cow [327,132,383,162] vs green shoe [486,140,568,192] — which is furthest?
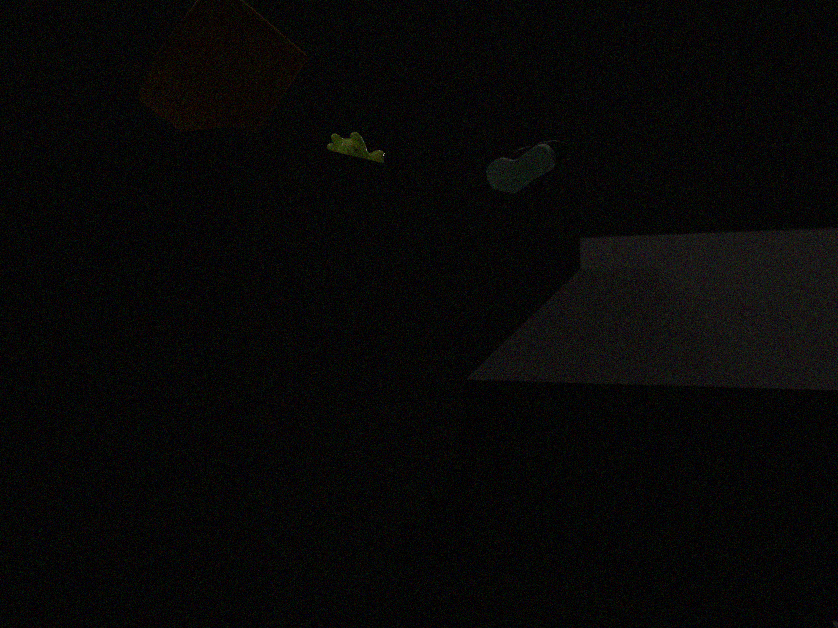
cow [327,132,383,162]
